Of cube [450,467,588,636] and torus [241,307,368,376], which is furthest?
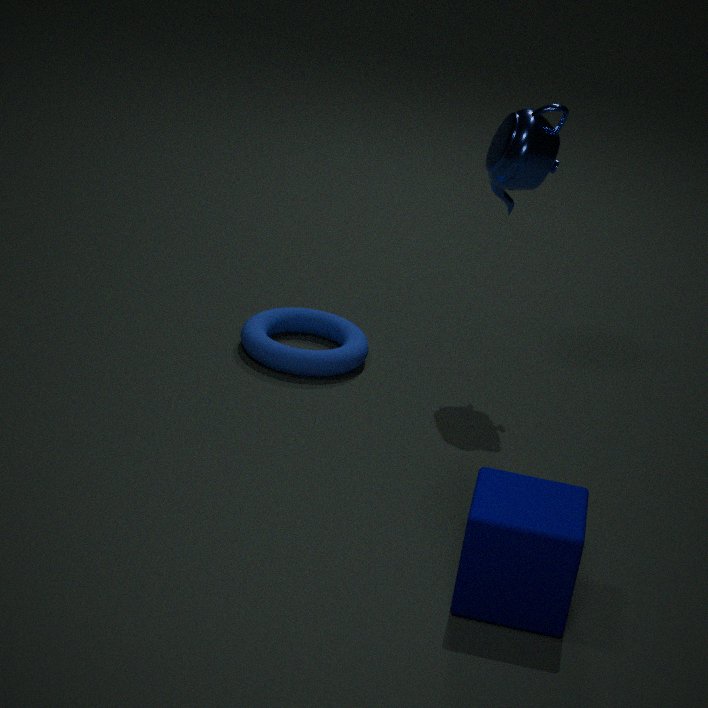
torus [241,307,368,376]
